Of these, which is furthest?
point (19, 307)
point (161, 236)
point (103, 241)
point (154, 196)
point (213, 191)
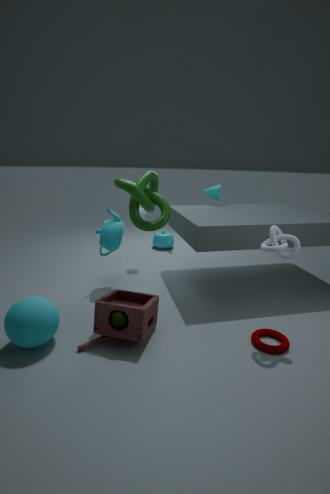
point (161, 236)
